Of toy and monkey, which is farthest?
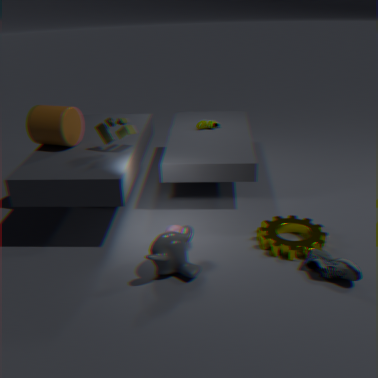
toy
